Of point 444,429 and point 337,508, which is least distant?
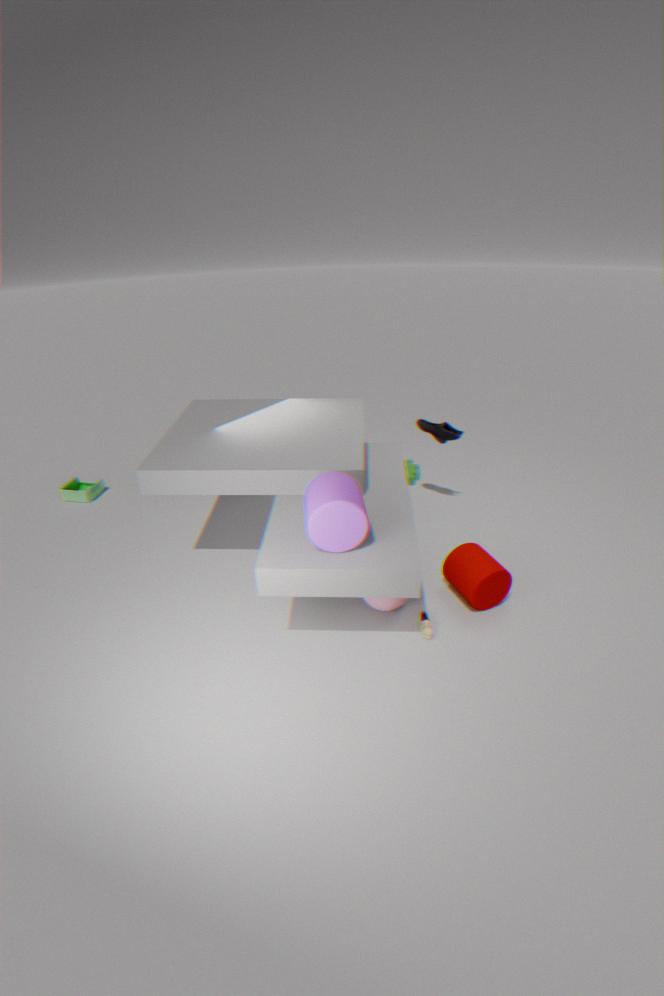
point 337,508
